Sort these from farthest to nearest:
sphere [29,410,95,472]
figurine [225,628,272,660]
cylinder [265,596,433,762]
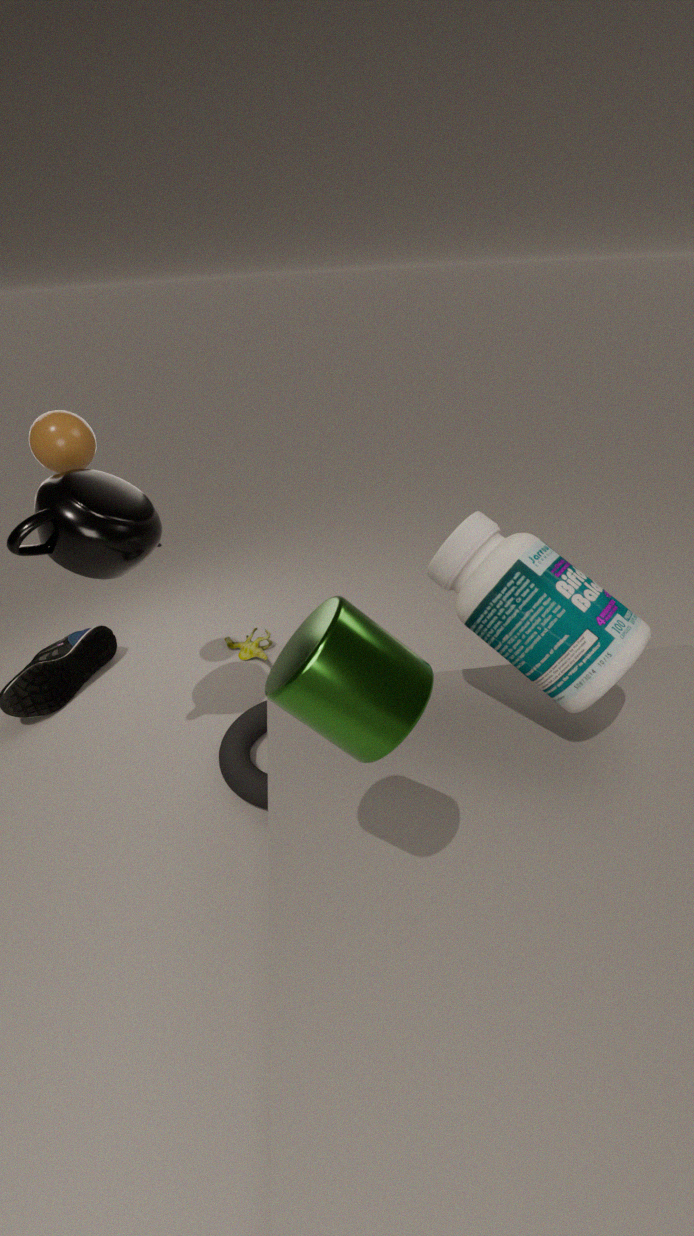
figurine [225,628,272,660] → sphere [29,410,95,472] → cylinder [265,596,433,762]
